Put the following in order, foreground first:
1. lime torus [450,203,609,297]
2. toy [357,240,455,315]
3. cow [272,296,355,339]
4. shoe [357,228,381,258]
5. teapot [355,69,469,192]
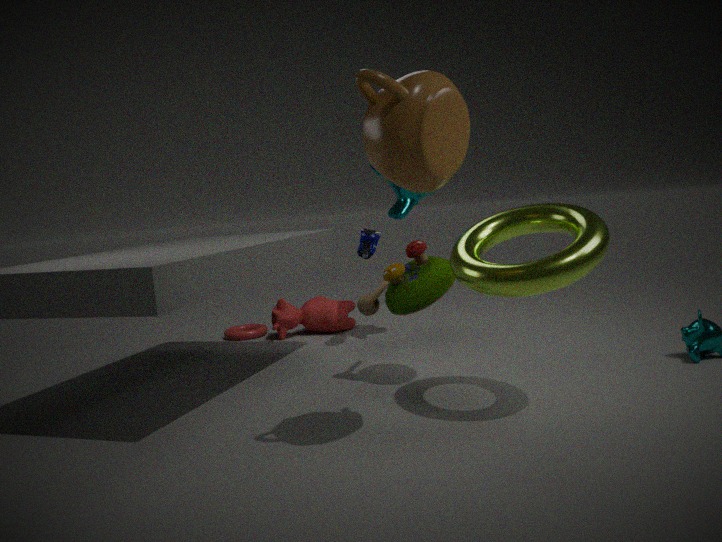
teapot [355,69,469,192] < lime torus [450,203,609,297] < toy [357,240,455,315] < shoe [357,228,381,258] < cow [272,296,355,339]
